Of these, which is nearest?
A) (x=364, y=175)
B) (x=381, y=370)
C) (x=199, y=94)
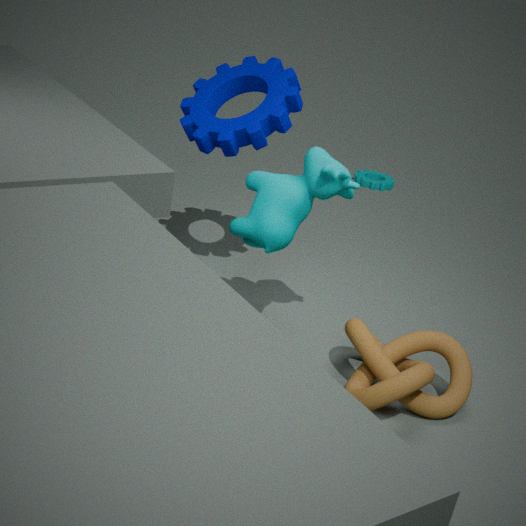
(x=381, y=370)
